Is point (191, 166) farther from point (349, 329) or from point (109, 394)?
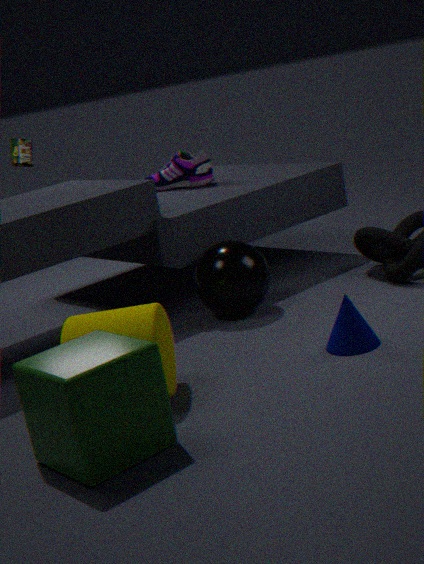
point (109, 394)
